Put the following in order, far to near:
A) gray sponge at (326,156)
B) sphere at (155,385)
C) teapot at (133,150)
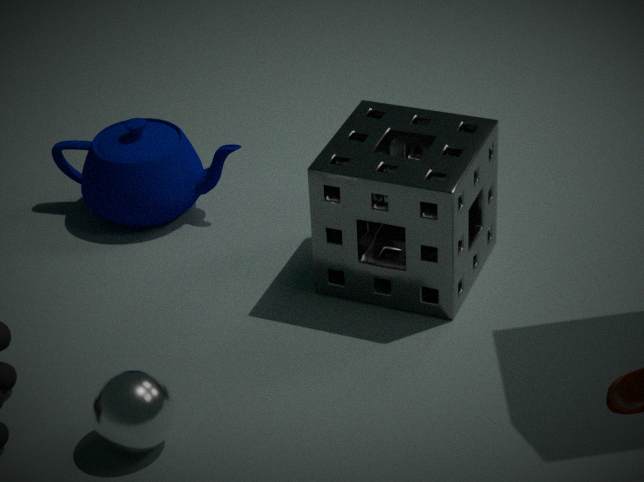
teapot at (133,150) → gray sponge at (326,156) → sphere at (155,385)
